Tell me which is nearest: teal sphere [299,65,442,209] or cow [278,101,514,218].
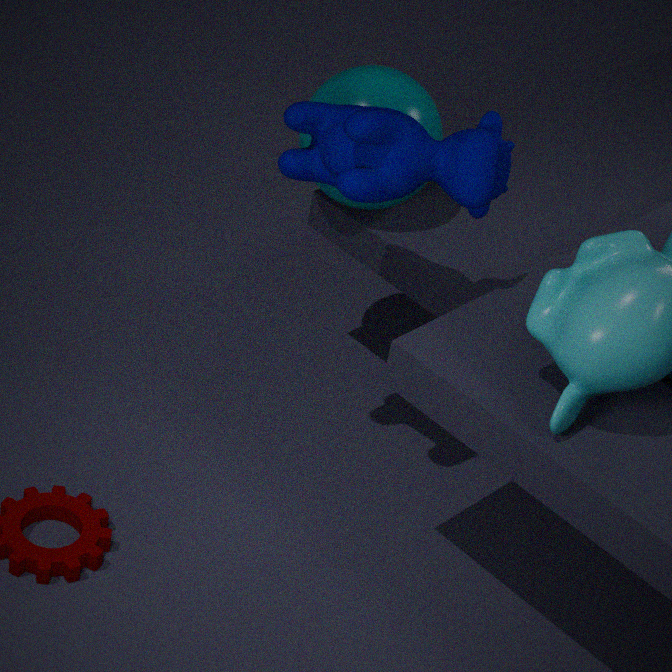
cow [278,101,514,218]
